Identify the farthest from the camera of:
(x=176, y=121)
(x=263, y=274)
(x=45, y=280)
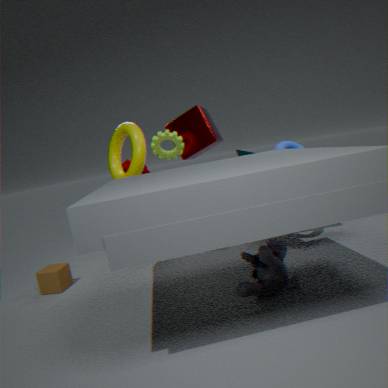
(x=176, y=121)
